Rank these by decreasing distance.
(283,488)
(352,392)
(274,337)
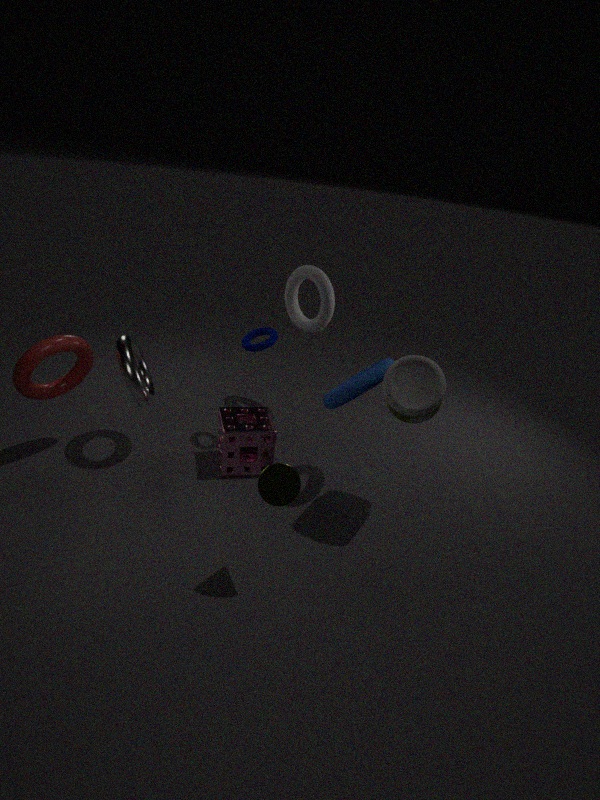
(274,337) < (352,392) < (283,488)
